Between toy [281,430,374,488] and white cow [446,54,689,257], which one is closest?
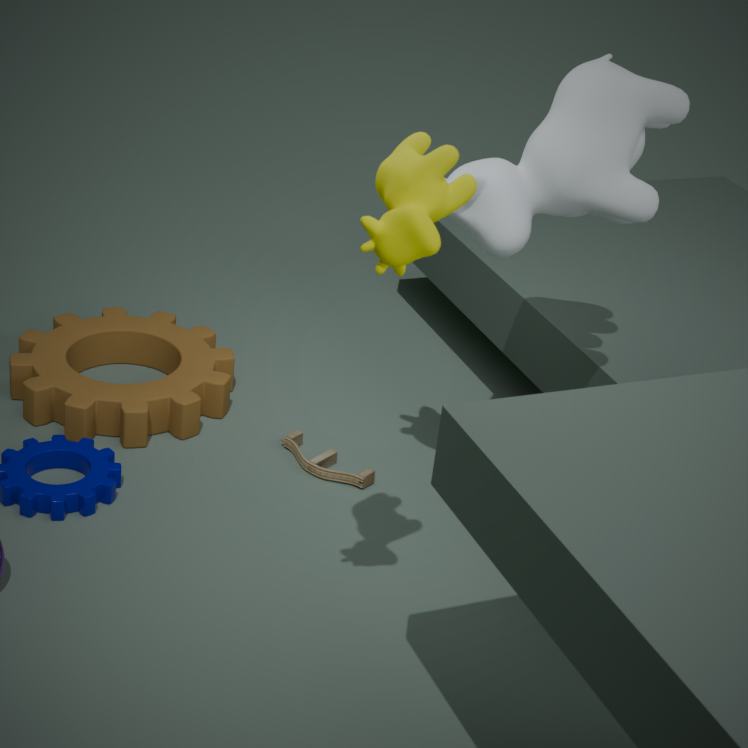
white cow [446,54,689,257]
